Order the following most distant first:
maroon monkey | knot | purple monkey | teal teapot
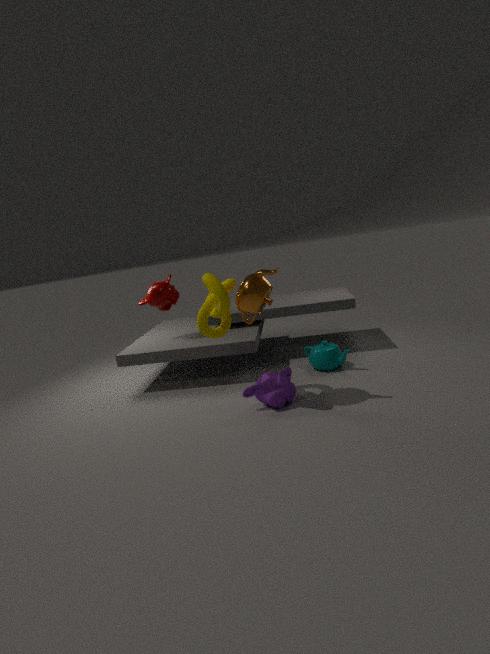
1. maroon monkey
2. teal teapot
3. purple monkey
4. knot
